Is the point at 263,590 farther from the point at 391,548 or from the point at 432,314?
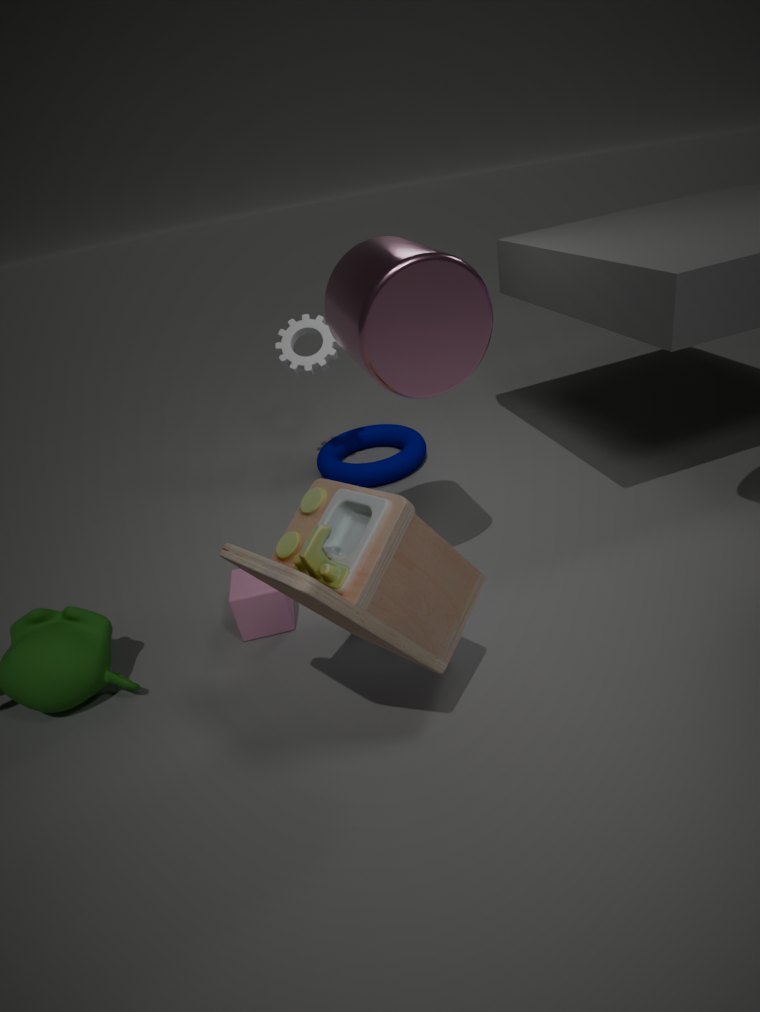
the point at 432,314
